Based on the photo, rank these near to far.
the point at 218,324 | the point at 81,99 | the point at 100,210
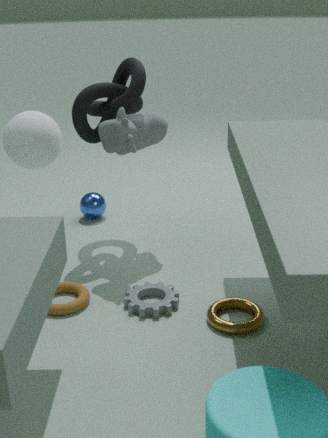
1. the point at 218,324
2. the point at 81,99
3. the point at 100,210
